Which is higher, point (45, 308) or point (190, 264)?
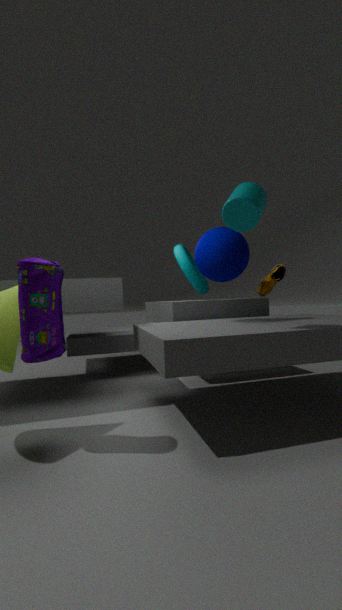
point (190, 264)
